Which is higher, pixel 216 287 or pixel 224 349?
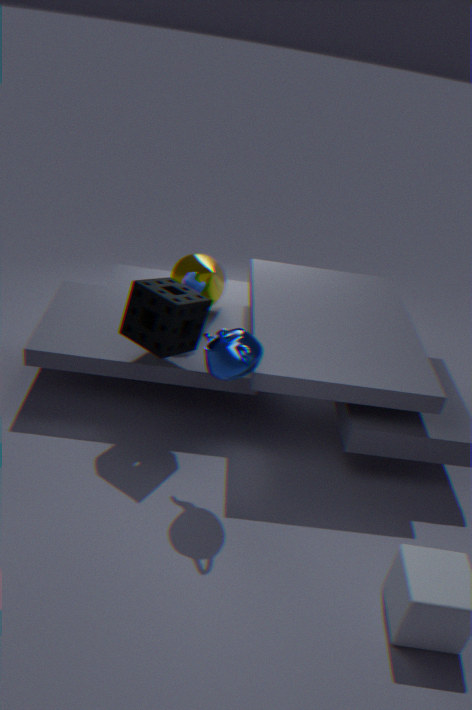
pixel 224 349
